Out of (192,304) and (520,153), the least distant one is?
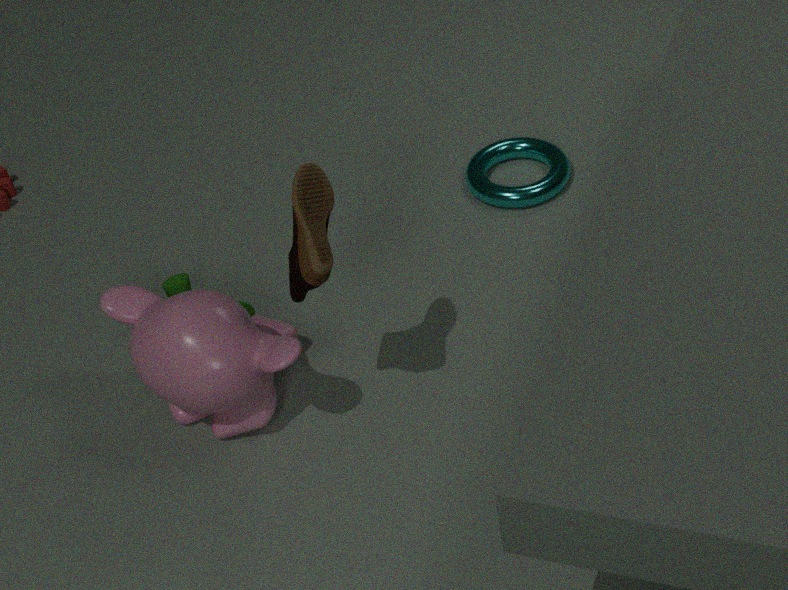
(192,304)
